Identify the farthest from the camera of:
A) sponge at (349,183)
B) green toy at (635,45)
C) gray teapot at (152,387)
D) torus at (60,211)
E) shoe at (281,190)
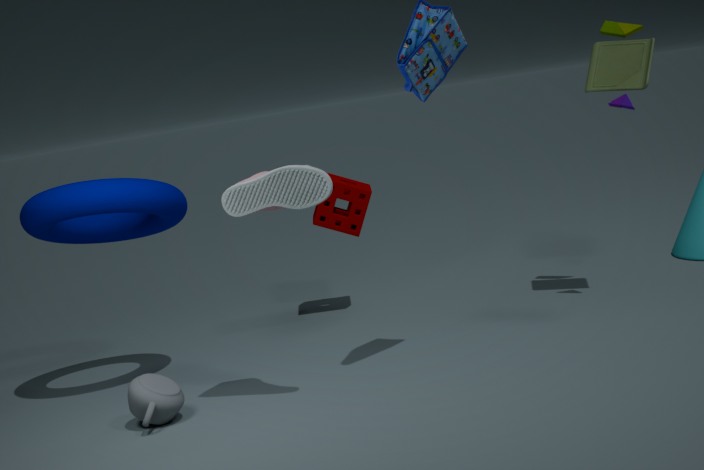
sponge at (349,183)
